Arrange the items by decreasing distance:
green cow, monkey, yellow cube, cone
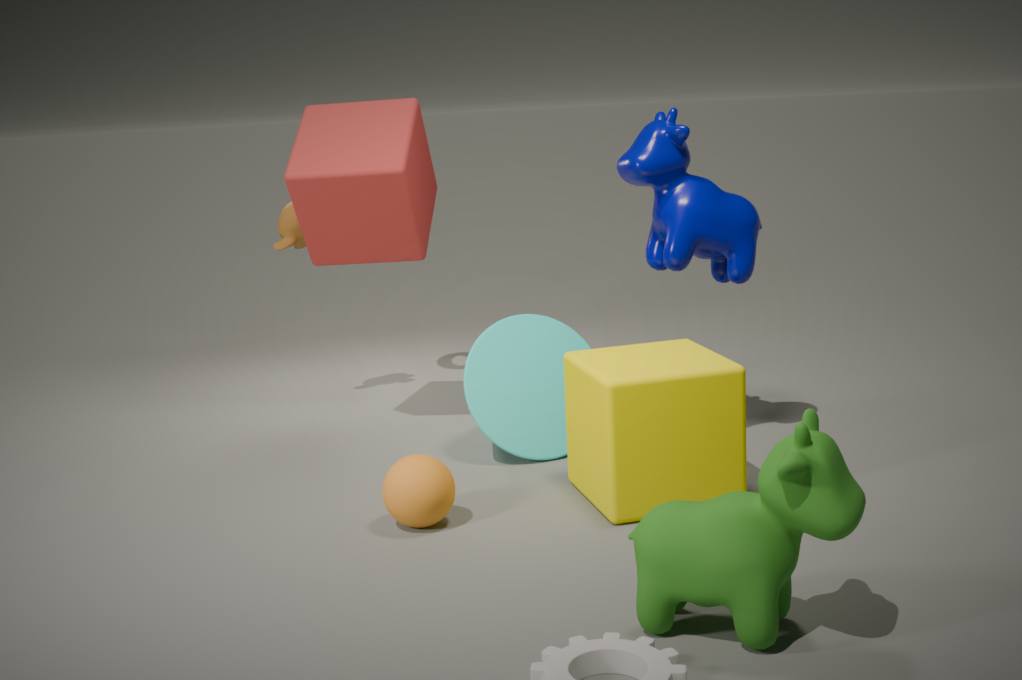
monkey, cone, yellow cube, green cow
